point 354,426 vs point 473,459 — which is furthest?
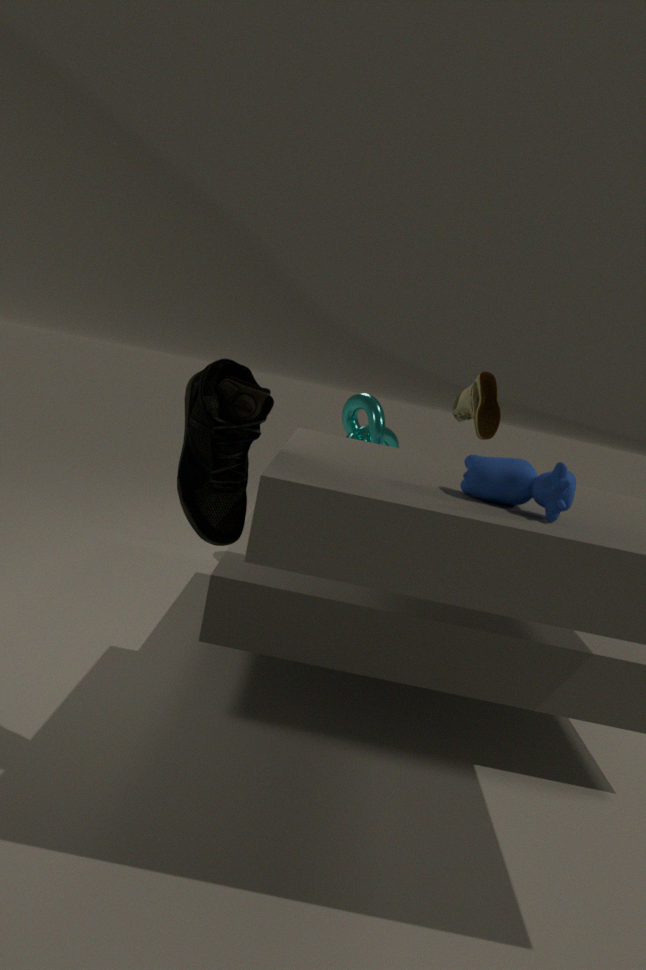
point 354,426
